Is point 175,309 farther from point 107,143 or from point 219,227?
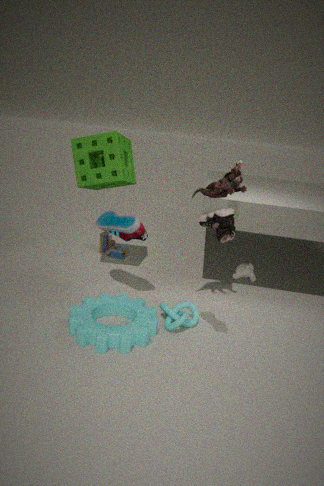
point 107,143
